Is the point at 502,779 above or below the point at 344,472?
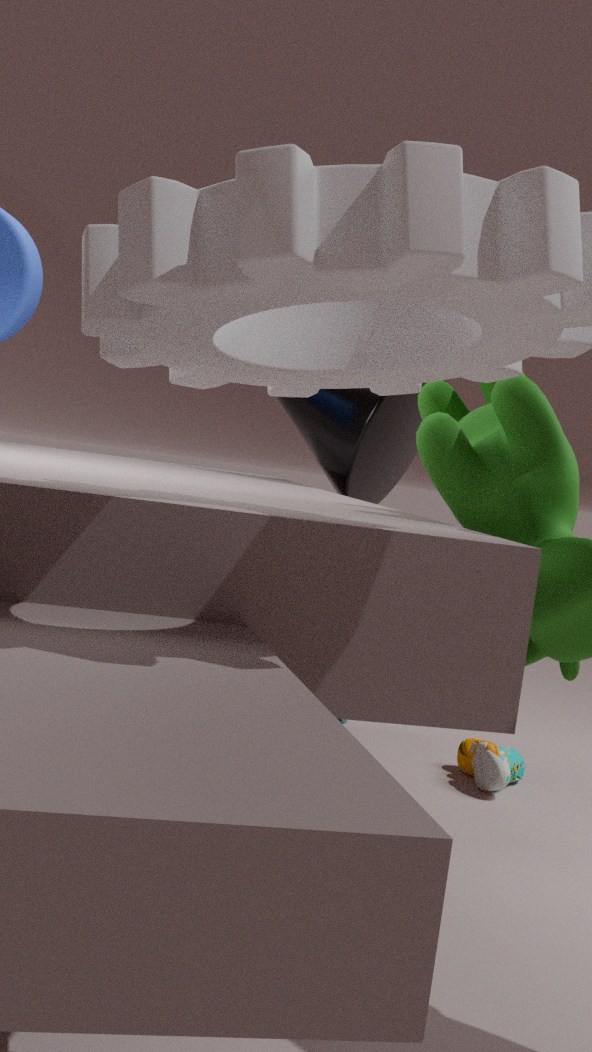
below
